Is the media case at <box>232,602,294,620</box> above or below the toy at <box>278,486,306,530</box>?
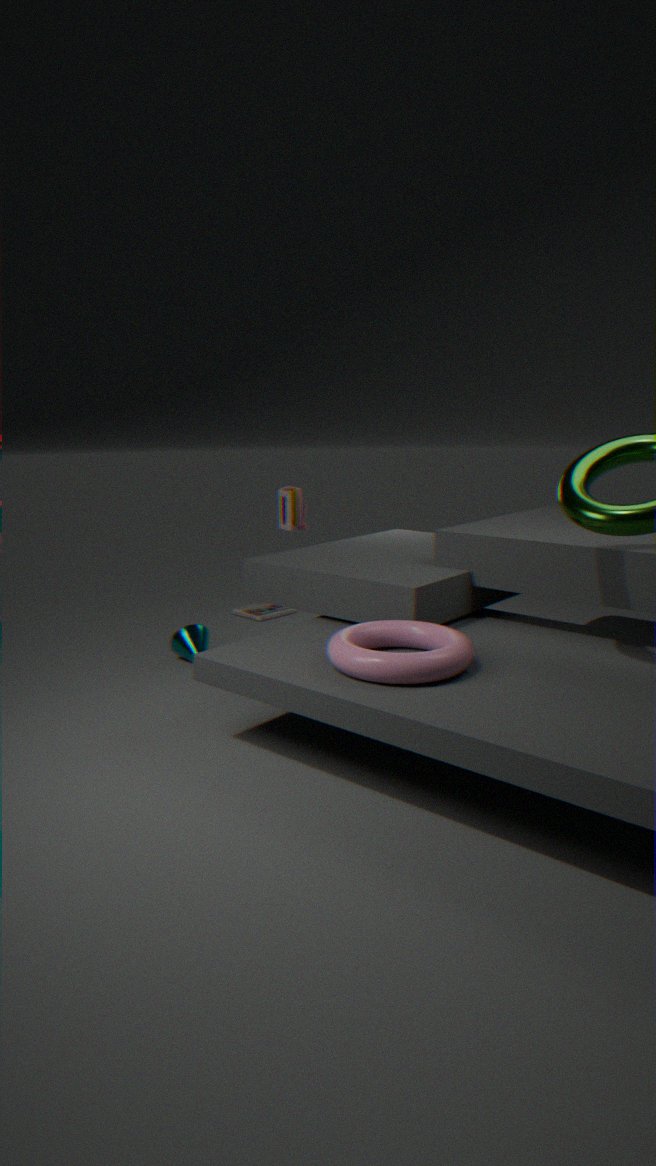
below
